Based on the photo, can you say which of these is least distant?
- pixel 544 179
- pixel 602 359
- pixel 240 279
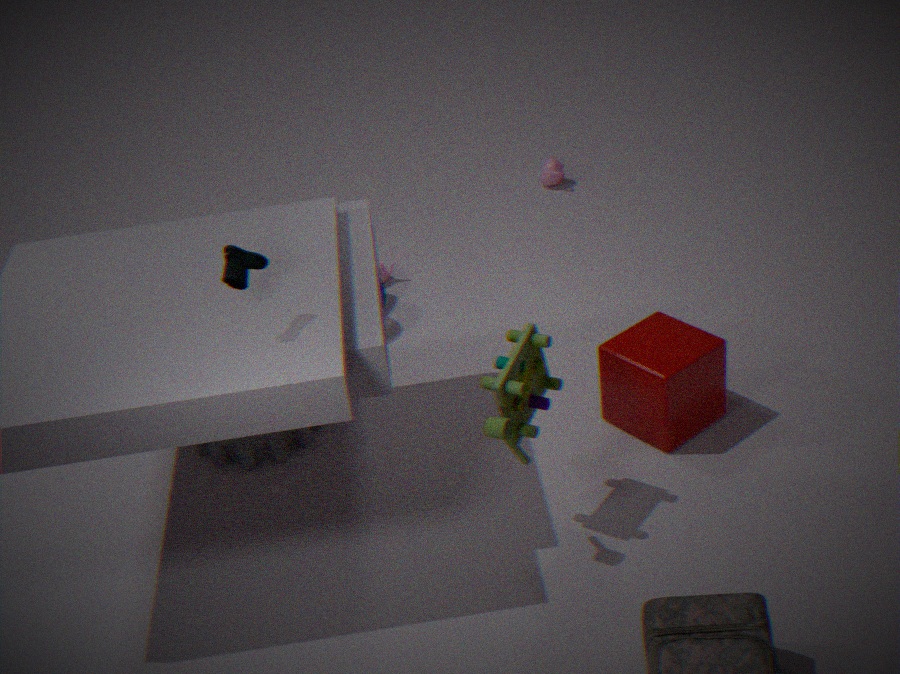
pixel 240 279
